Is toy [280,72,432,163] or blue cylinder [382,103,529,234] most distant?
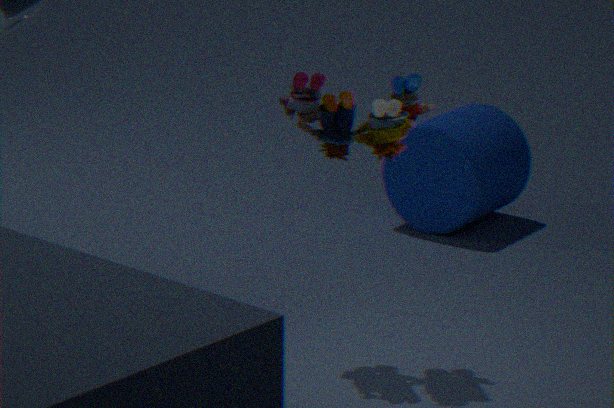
blue cylinder [382,103,529,234]
